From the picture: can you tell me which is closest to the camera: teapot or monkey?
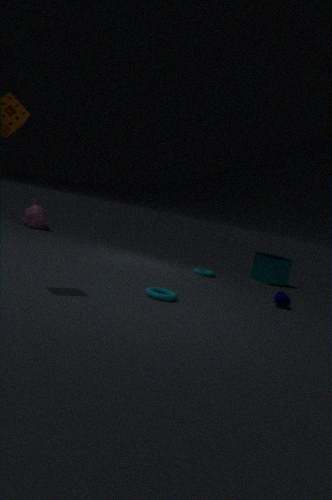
teapot
